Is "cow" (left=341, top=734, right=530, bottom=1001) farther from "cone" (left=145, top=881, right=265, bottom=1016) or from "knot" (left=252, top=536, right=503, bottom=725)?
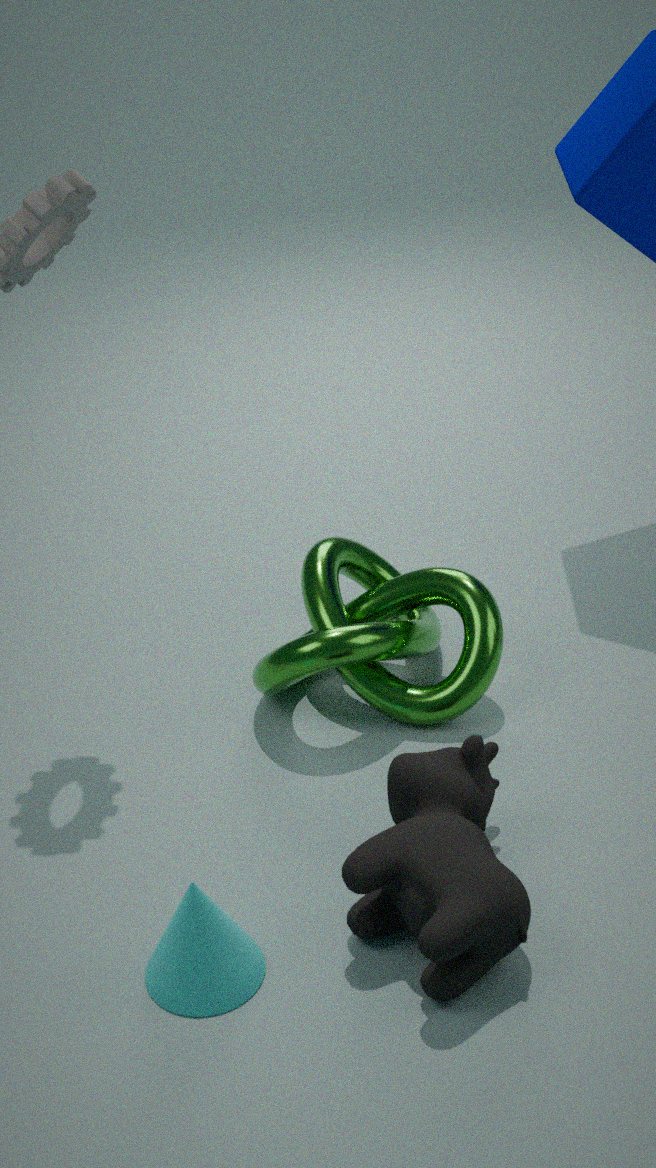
"knot" (left=252, top=536, right=503, bottom=725)
